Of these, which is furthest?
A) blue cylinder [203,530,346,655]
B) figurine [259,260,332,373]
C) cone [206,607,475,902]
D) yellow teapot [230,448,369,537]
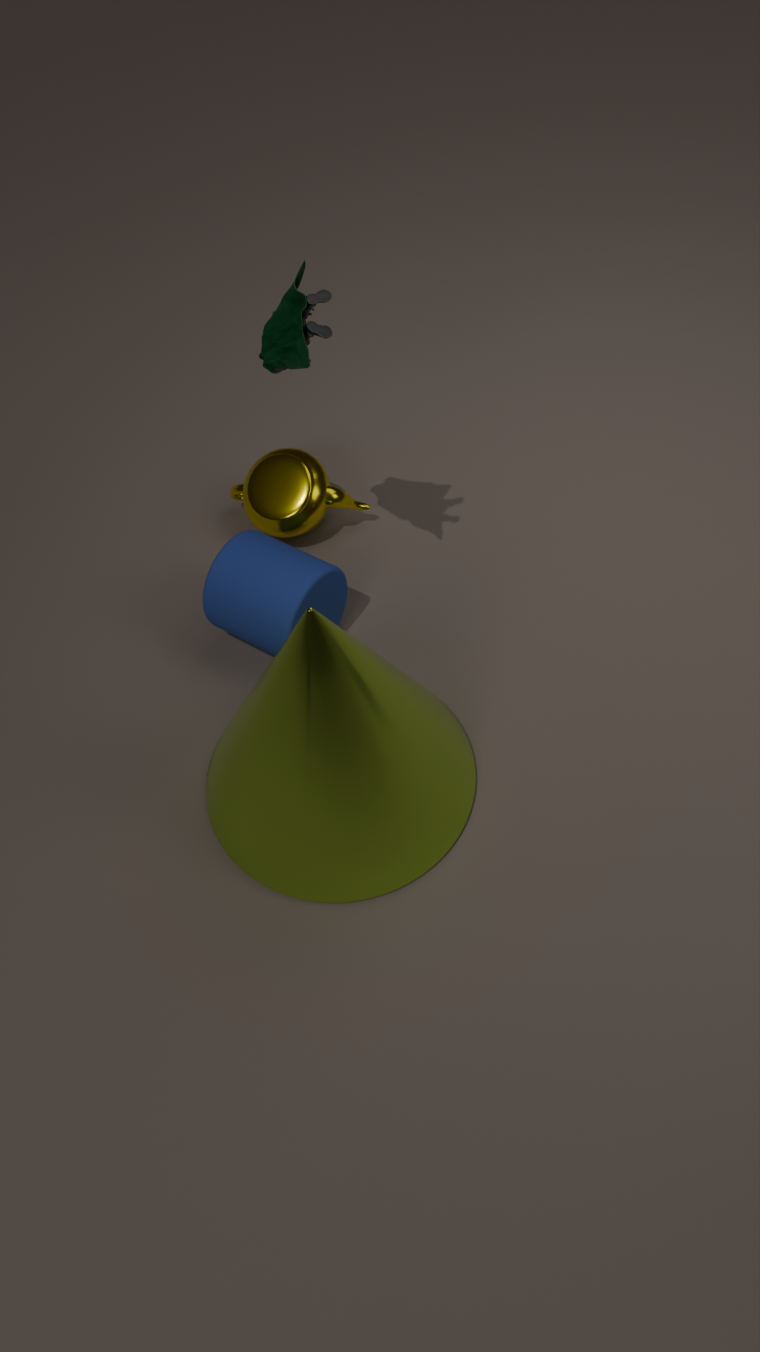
yellow teapot [230,448,369,537]
